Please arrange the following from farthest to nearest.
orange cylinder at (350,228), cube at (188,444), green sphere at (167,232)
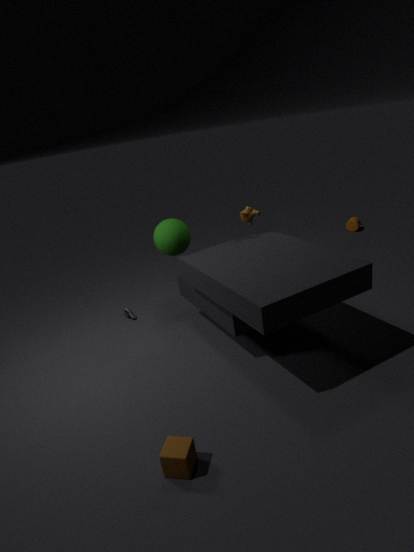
orange cylinder at (350,228) < green sphere at (167,232) < cube at (188,444)
